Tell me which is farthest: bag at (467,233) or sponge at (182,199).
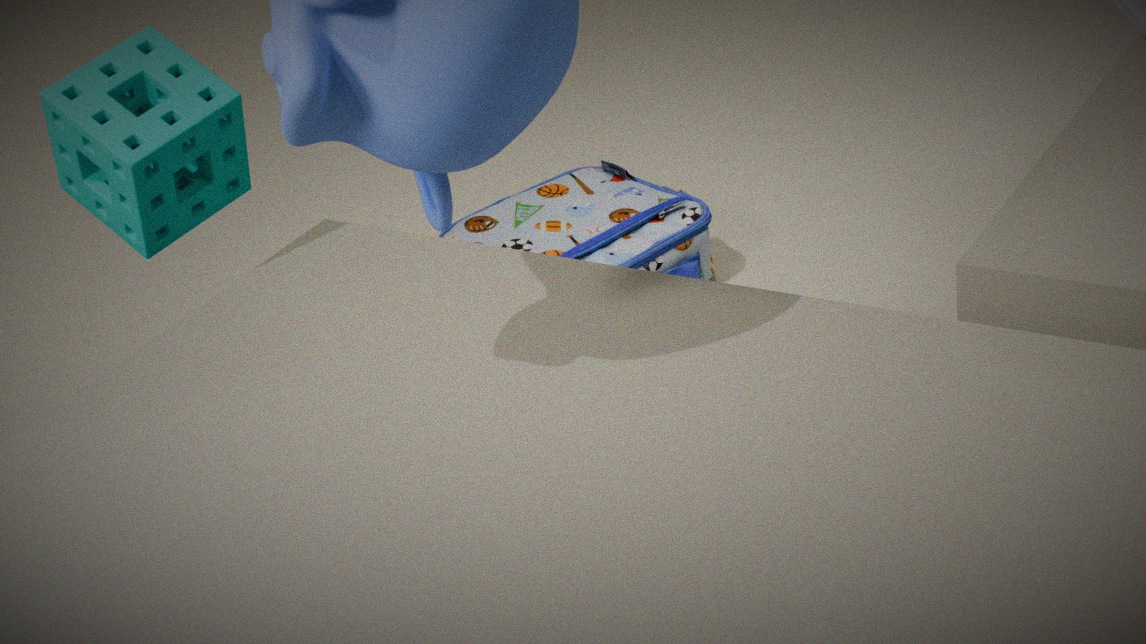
bag at (467,233)
